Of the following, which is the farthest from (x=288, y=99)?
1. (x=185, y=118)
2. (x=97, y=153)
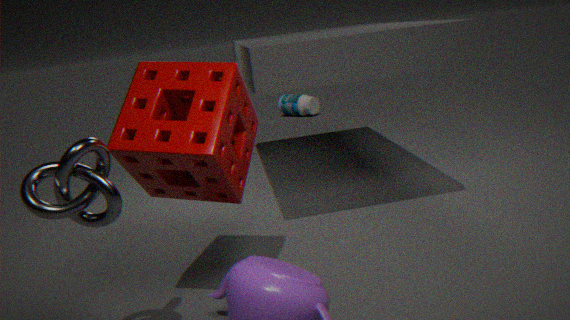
(x=97, y=153)
